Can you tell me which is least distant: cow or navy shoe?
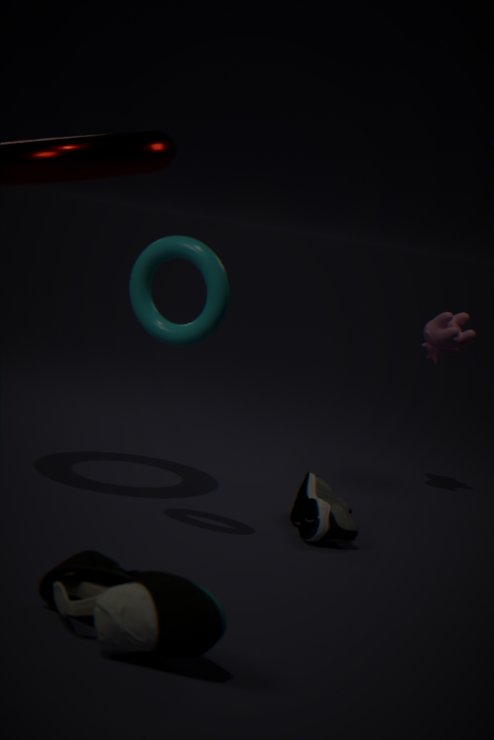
navy shoe
